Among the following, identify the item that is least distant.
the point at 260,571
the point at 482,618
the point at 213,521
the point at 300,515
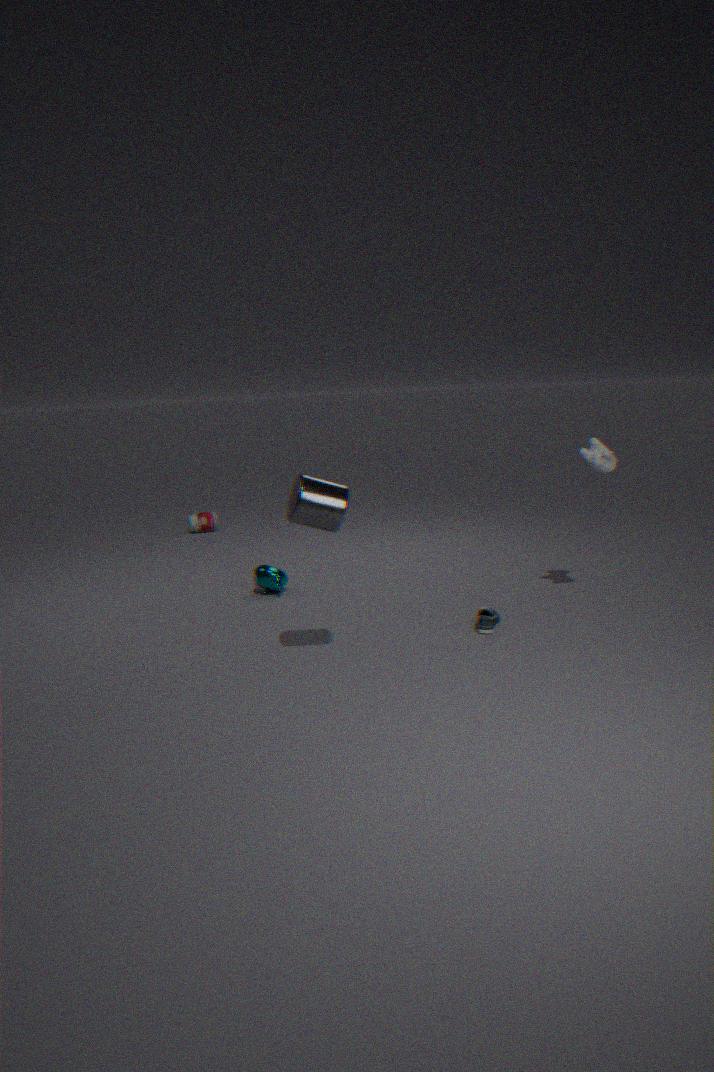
the point at 300,515
